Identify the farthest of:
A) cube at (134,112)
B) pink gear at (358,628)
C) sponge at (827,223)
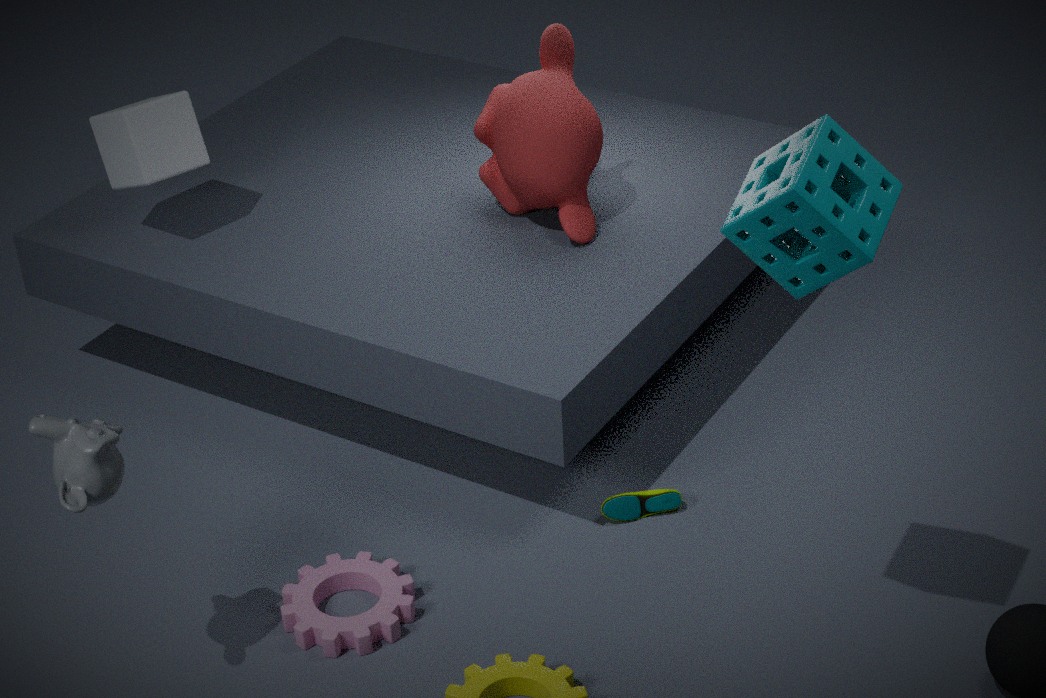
cube at (134,112)
